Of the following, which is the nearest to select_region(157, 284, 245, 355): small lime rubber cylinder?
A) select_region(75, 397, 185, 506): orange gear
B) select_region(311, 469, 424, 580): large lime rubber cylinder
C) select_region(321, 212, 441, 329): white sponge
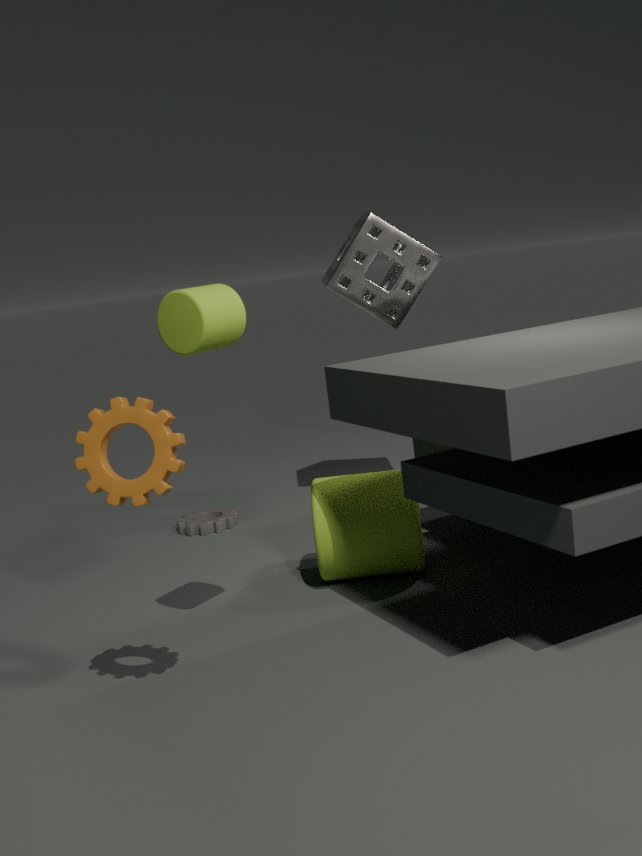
select_region(75, 397, 185, 506): orange gear
